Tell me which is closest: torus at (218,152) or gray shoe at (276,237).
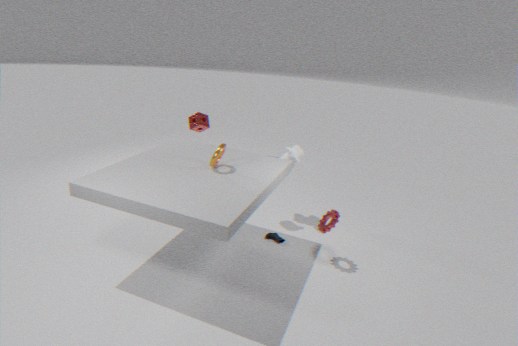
torus at (218,152)
